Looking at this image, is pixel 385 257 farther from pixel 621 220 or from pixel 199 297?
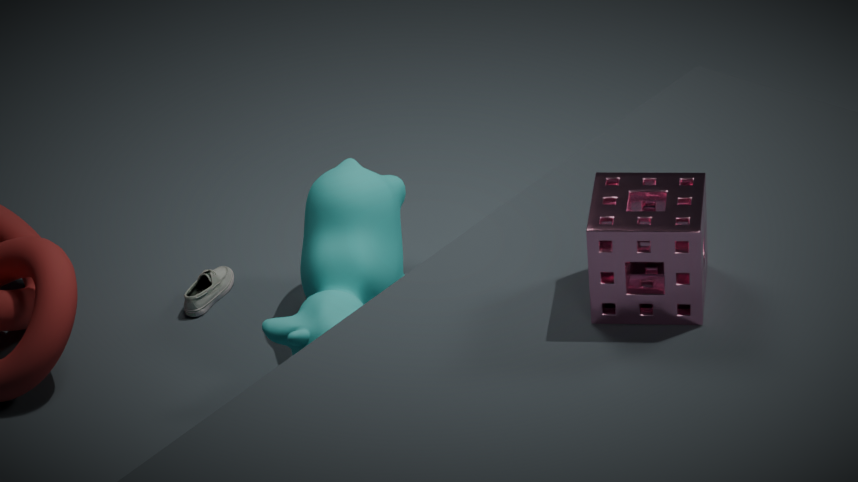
pixel 621 220
